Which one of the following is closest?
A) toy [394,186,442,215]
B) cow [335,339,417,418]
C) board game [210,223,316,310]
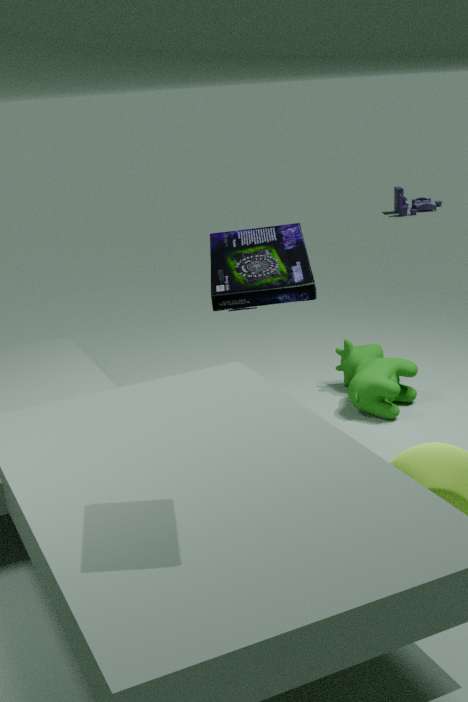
board game [210,223,316,310]
